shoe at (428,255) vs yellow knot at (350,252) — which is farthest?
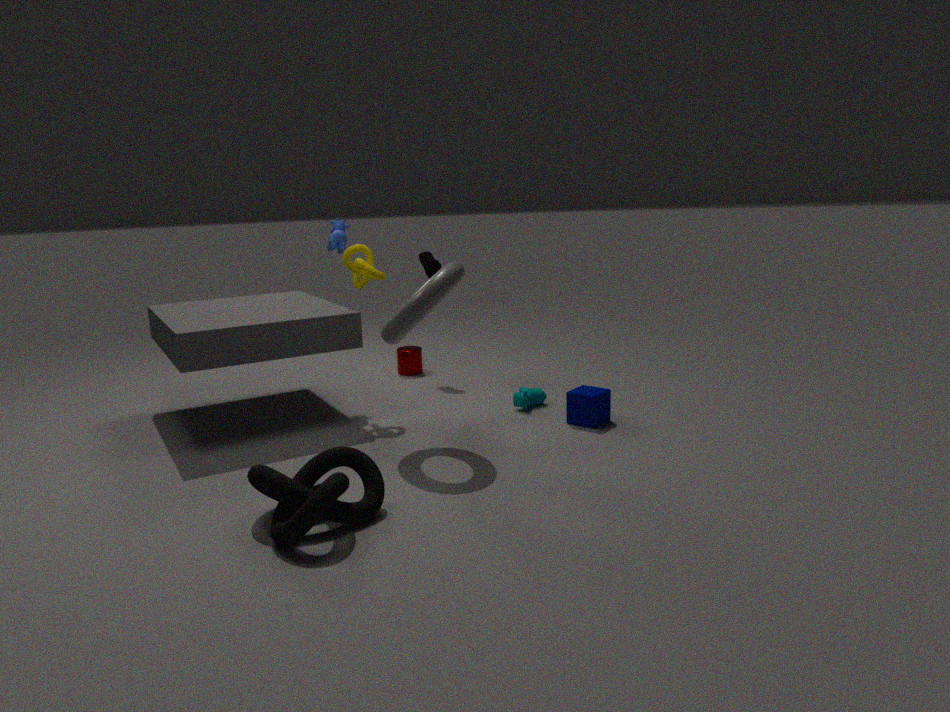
shoe at (428,255)
